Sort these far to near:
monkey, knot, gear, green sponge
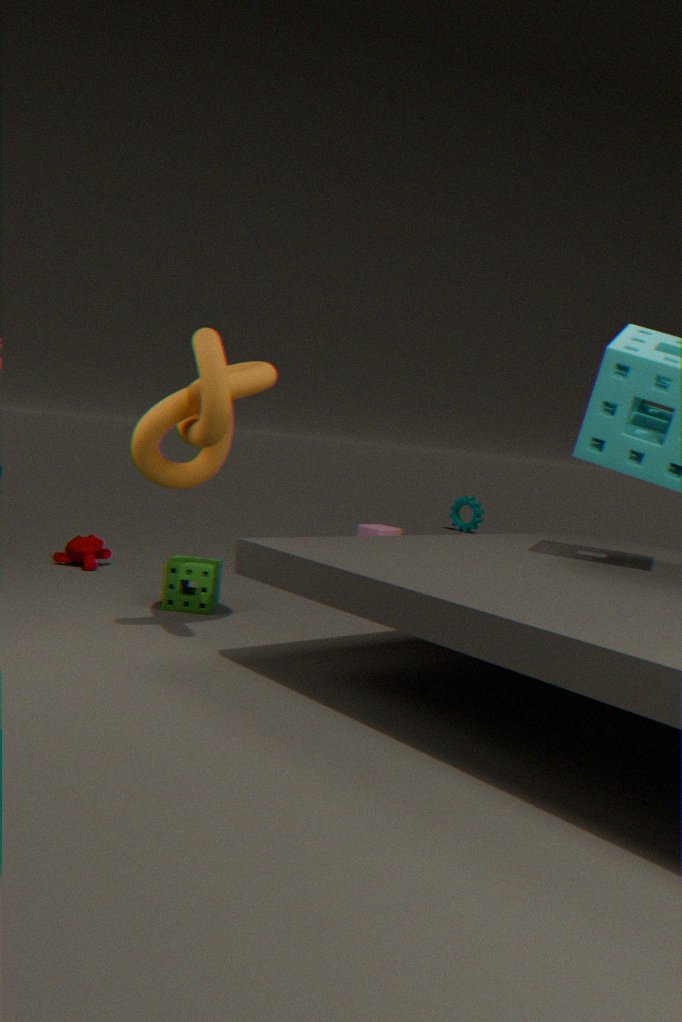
gear < monkey < green sponge < knot
